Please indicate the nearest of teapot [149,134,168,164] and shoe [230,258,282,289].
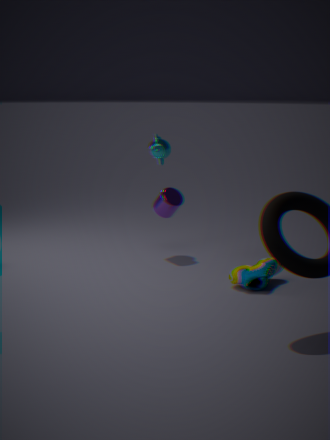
shoe [230,258,282,289]
